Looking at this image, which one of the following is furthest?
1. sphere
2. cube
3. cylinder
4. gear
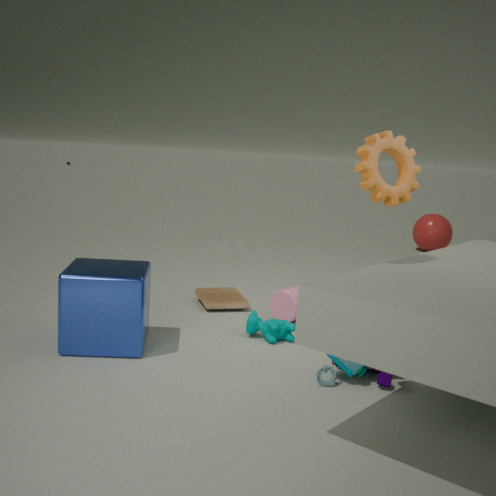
sphere
